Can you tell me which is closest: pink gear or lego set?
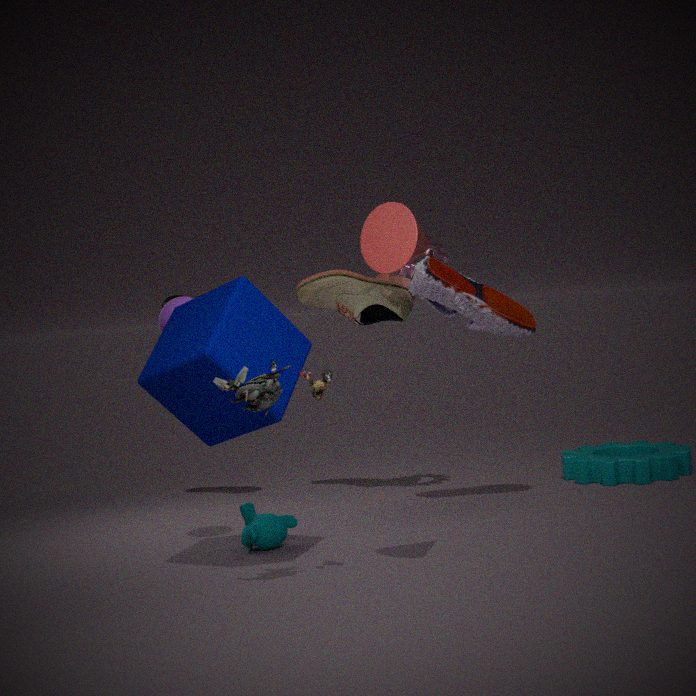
lego set
